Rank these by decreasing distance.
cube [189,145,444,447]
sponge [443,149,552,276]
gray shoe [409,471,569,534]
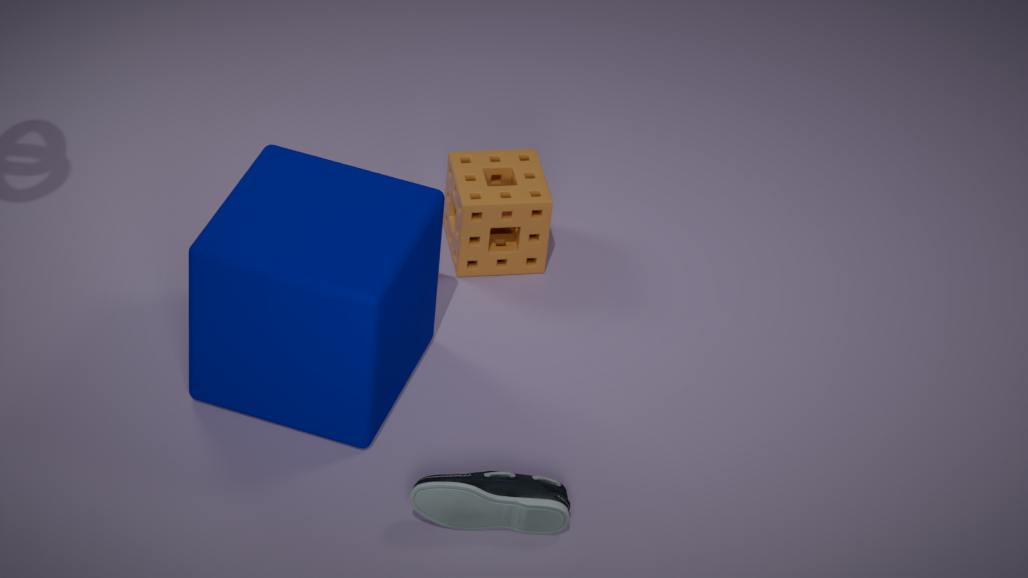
1. sponge [443,149,552,276]
2. cube [189,145,444,447]
3. gray shoe [409,471,569,534]
